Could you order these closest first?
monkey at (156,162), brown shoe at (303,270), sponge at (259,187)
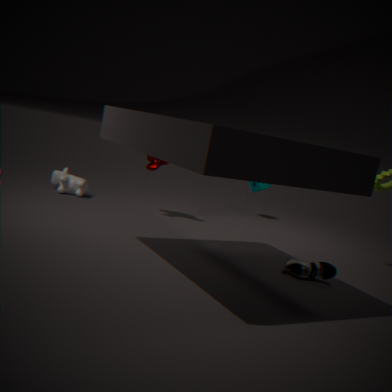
brown shoe at (303,270) < monkey at (156,162) < sponge at (259,187)
